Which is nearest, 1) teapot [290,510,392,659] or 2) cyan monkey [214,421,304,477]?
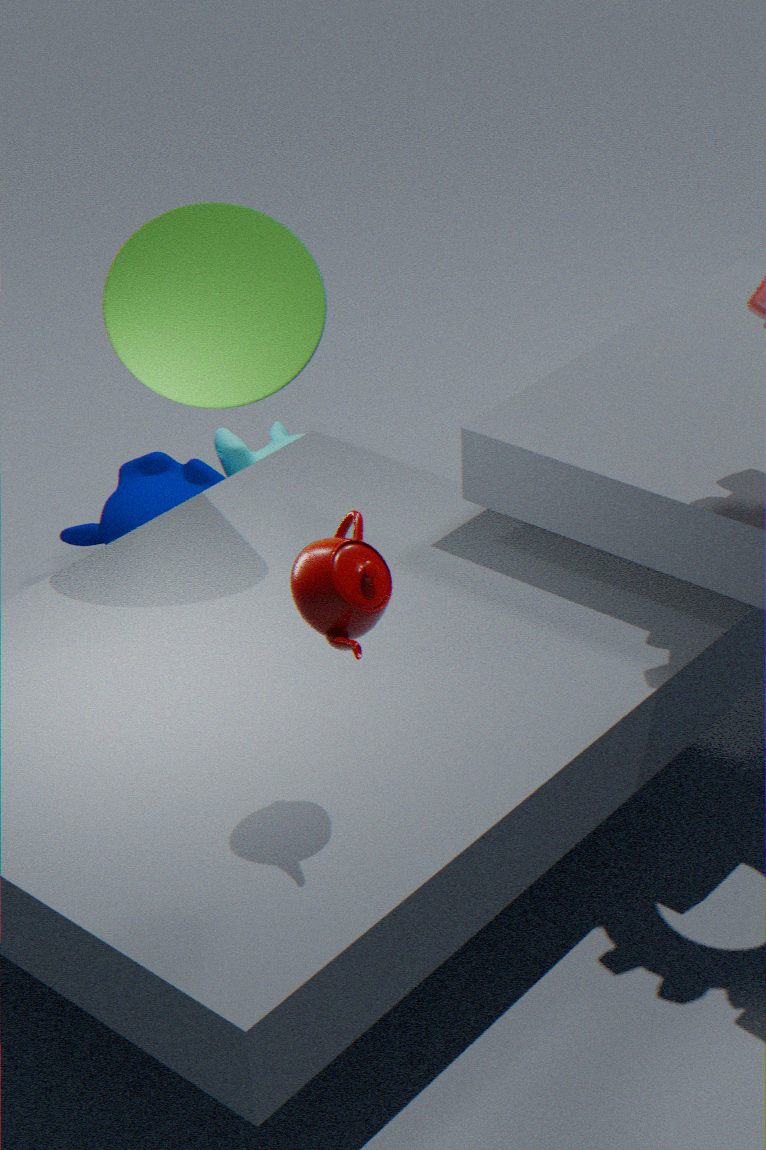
1. teapot [290,510,392,659]
